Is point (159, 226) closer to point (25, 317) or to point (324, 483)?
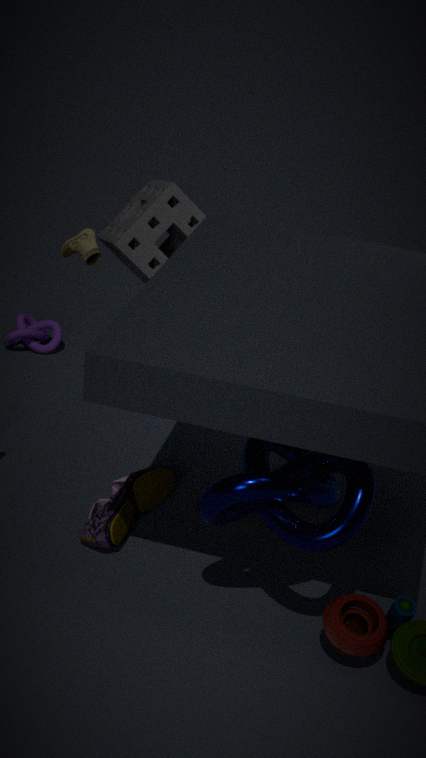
point (25, 317)
